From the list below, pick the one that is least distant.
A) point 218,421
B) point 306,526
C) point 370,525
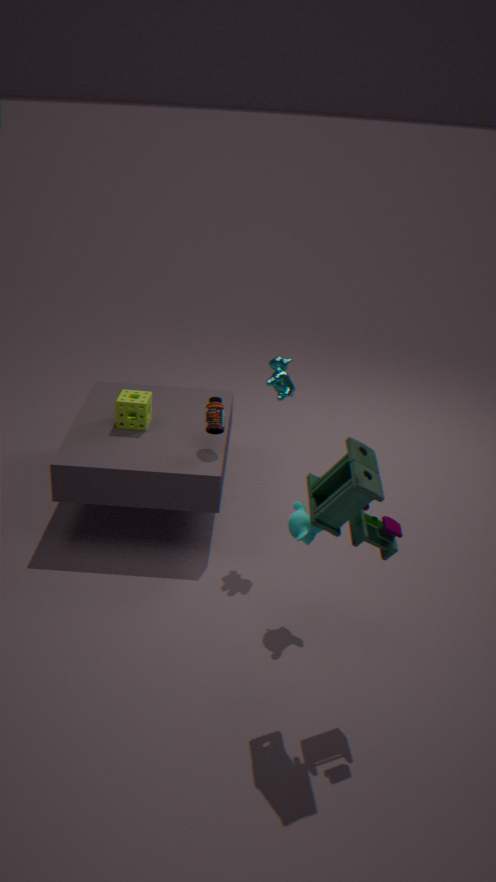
point 370,525
